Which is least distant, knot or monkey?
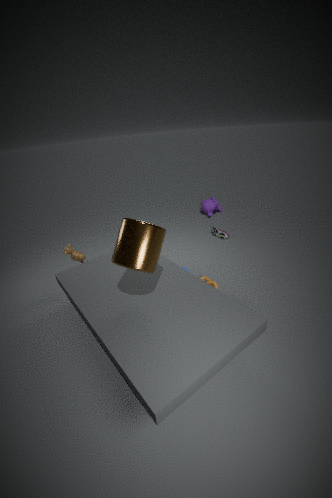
knot
